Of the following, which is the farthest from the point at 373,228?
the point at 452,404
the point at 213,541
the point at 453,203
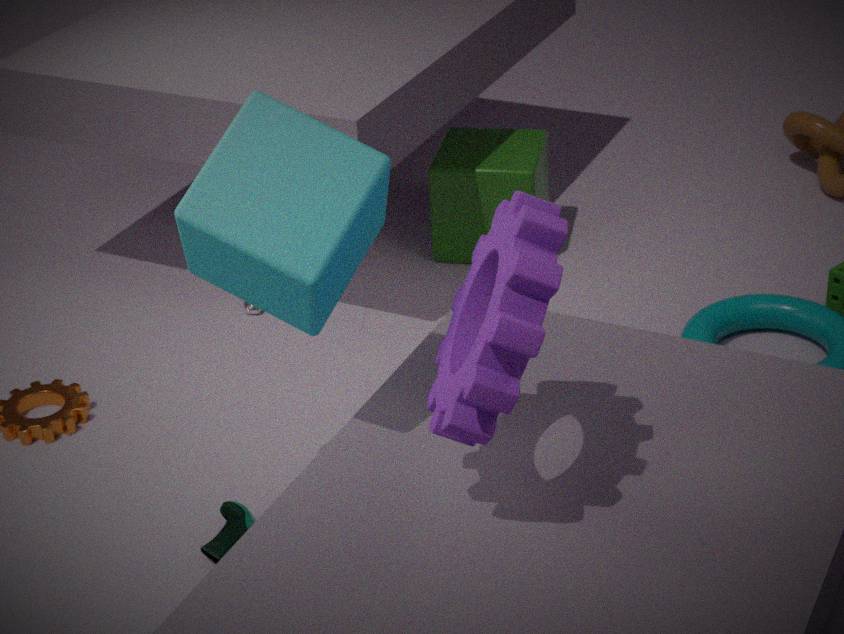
the point at 453,203
